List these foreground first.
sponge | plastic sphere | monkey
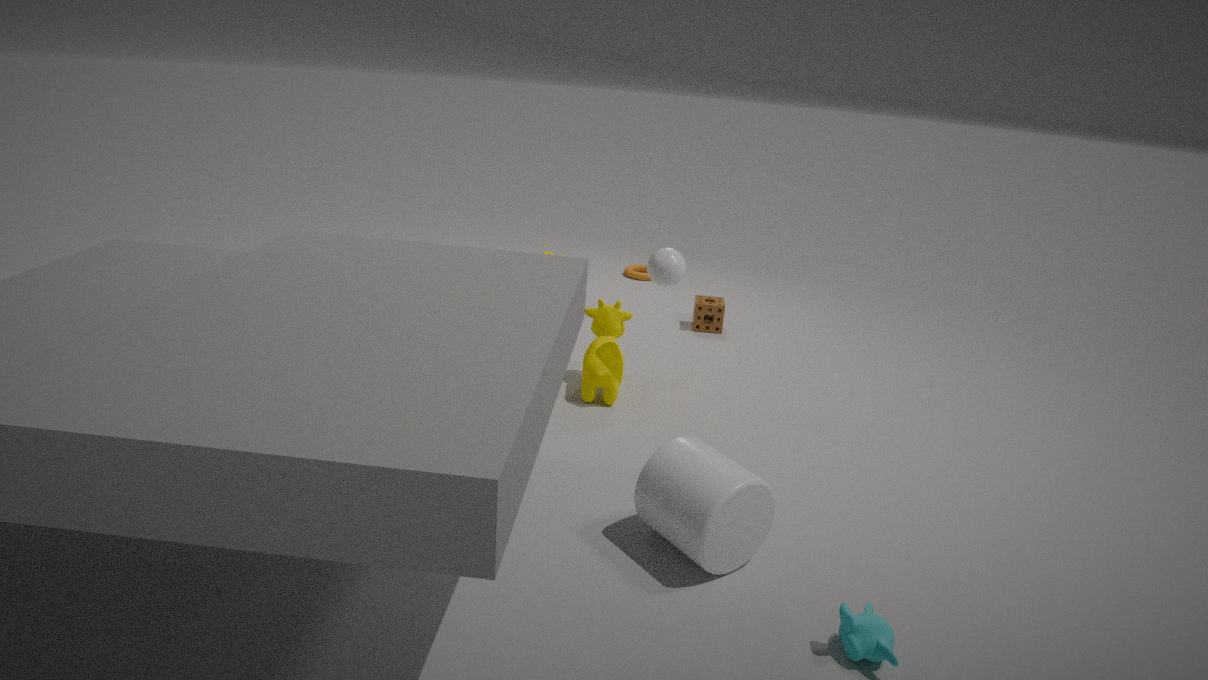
monkey < plastic sphere < sponge
